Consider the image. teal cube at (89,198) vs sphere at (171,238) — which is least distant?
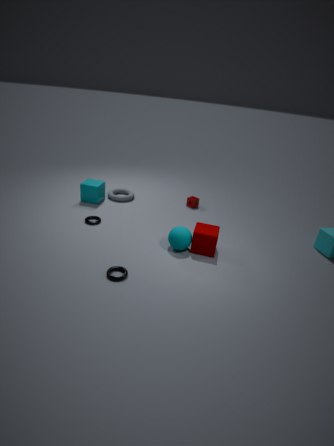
sphere at (171,238)
